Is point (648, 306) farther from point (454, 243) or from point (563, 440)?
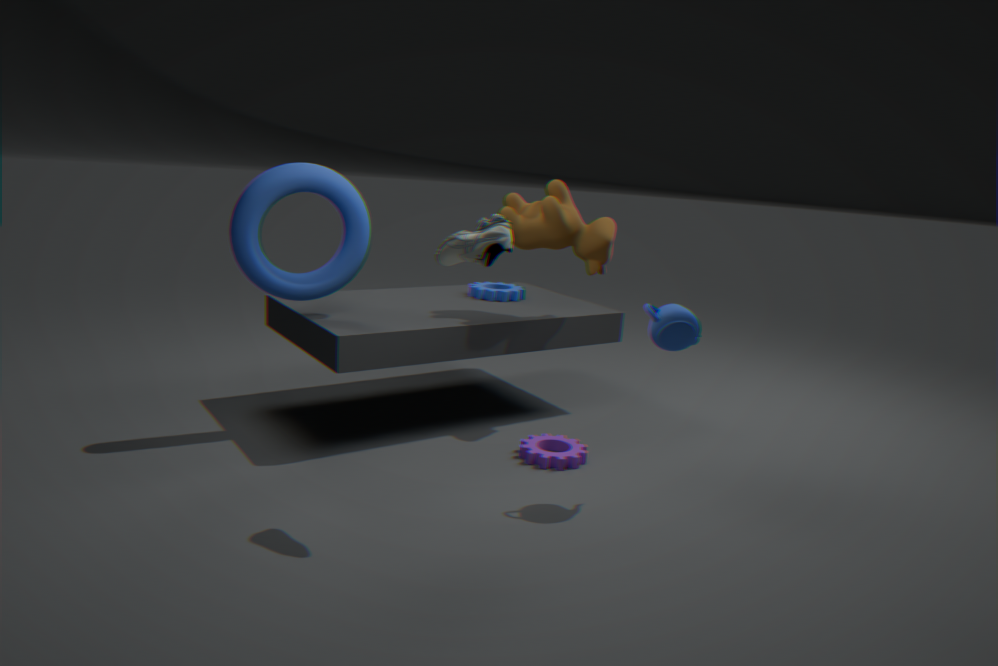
point (563, 440)
